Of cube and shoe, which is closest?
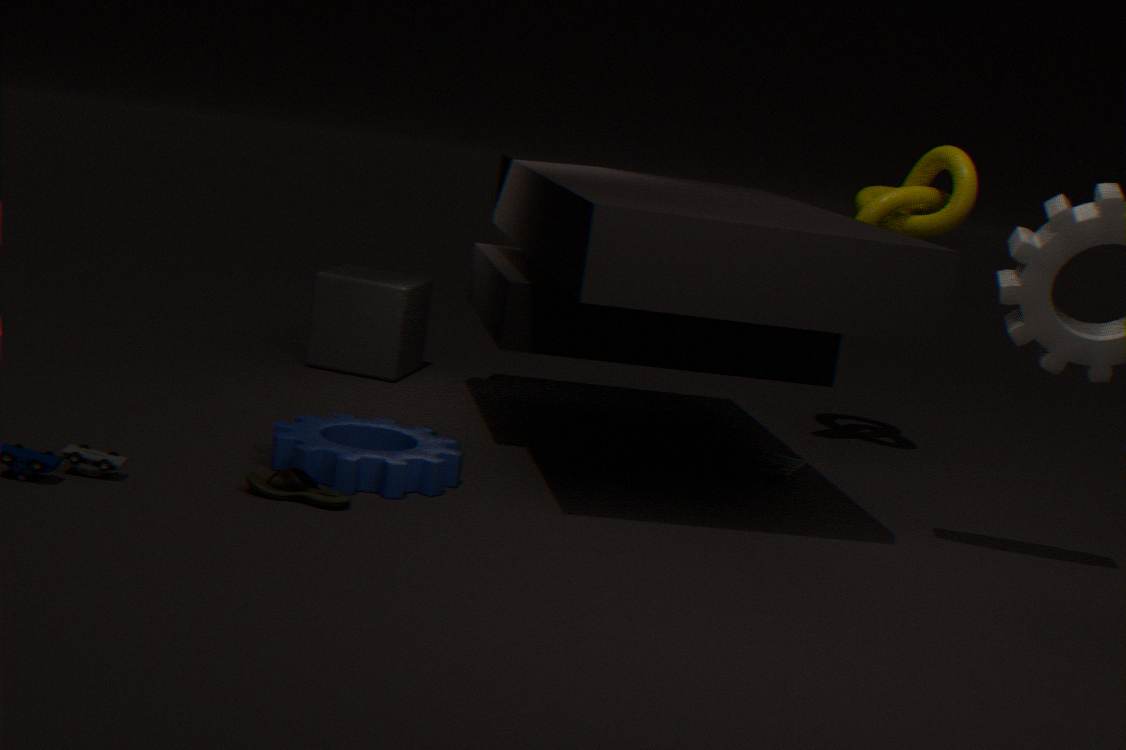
shoe
